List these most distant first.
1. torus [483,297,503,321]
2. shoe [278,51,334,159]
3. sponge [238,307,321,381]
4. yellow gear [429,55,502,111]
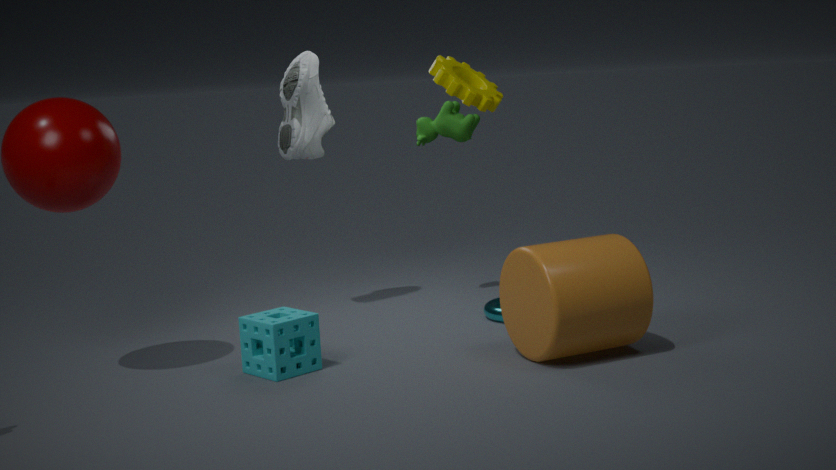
shoe [278,51,334,159] → torus [483,297,503,321] → yellow gear [429,55,502,111] → sponge [238,307,321,381]
